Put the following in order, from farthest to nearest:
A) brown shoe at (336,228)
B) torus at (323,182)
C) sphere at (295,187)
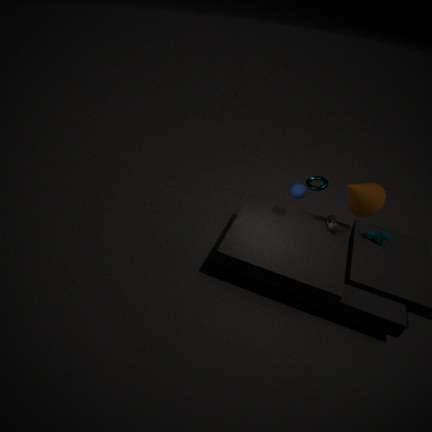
1. B. torus at (323,182)
2. A. brown shoe at (336,228)
3. C. sphere at (295,187)
